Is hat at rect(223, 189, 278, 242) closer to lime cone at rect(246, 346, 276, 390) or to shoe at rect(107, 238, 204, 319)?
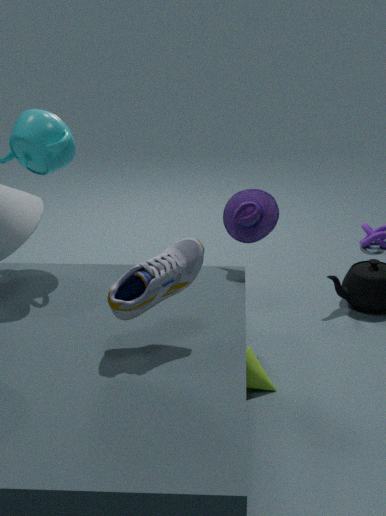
lime cone at rect(246, 346, 276, 390)
